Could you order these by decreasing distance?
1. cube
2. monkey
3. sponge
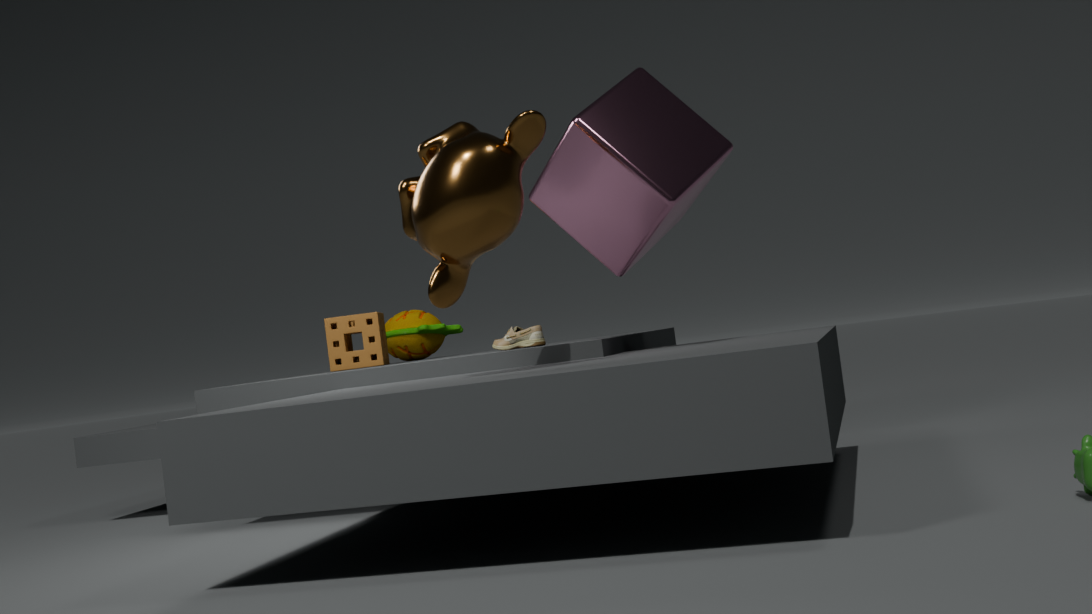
sponge → cube → monkey
